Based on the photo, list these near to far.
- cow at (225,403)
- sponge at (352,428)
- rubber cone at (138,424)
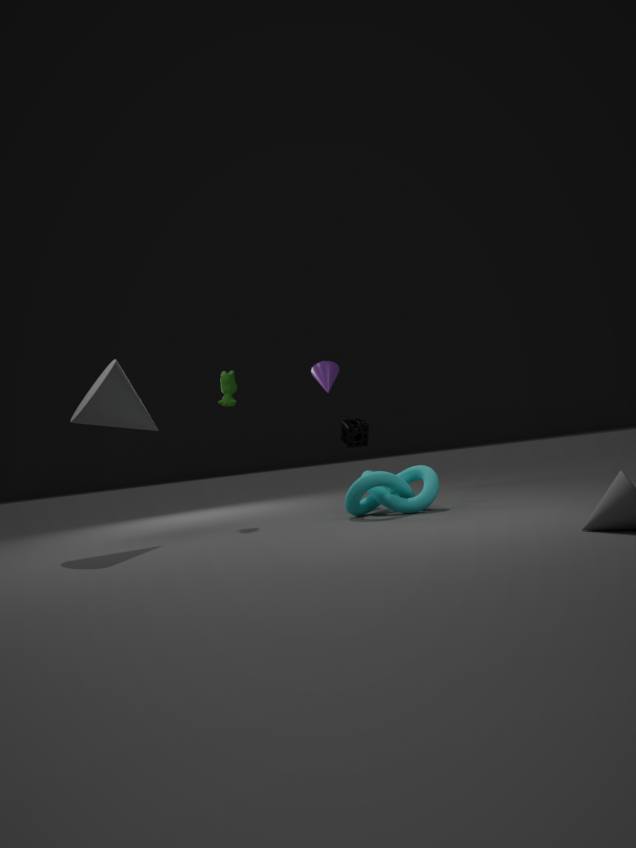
rubber cone at (138,424)
cow at (225,403)
sponge at (352,428)
